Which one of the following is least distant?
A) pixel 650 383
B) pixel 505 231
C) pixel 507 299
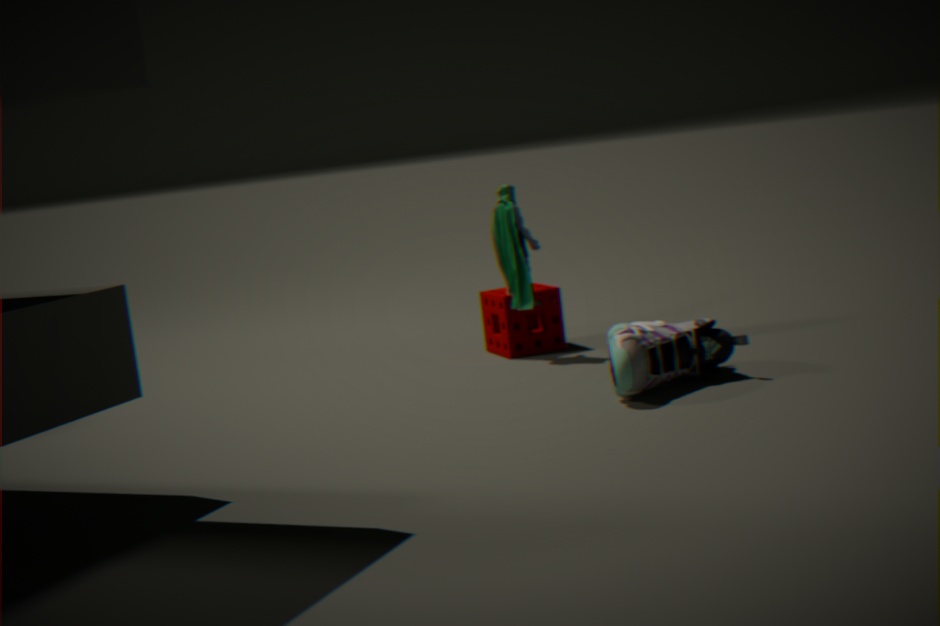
pixel 650 383
